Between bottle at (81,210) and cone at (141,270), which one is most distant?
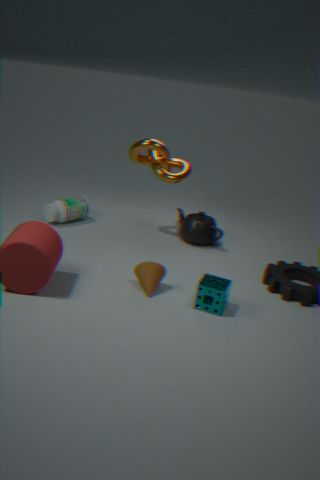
bottle at (81,210)
